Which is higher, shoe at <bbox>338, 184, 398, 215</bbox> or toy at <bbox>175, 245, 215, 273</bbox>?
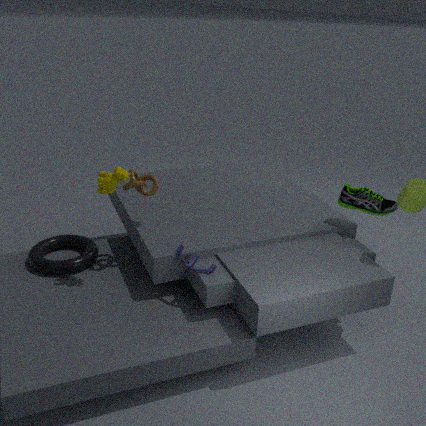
shoe at <bbox>338, 184, 398, 215</bbox>
